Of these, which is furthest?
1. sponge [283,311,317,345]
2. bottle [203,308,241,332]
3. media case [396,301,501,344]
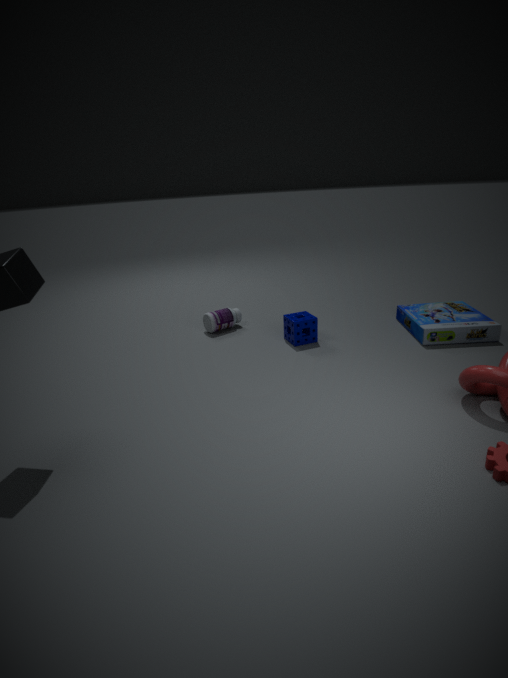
bottle [203,308,241,332]
